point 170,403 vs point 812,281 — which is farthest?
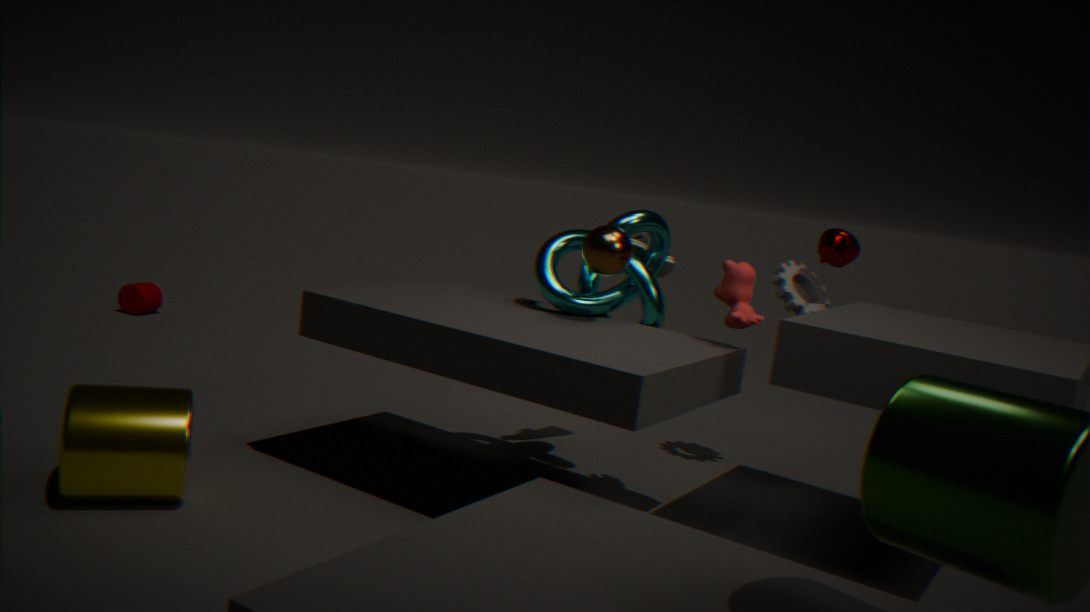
point 812,281
